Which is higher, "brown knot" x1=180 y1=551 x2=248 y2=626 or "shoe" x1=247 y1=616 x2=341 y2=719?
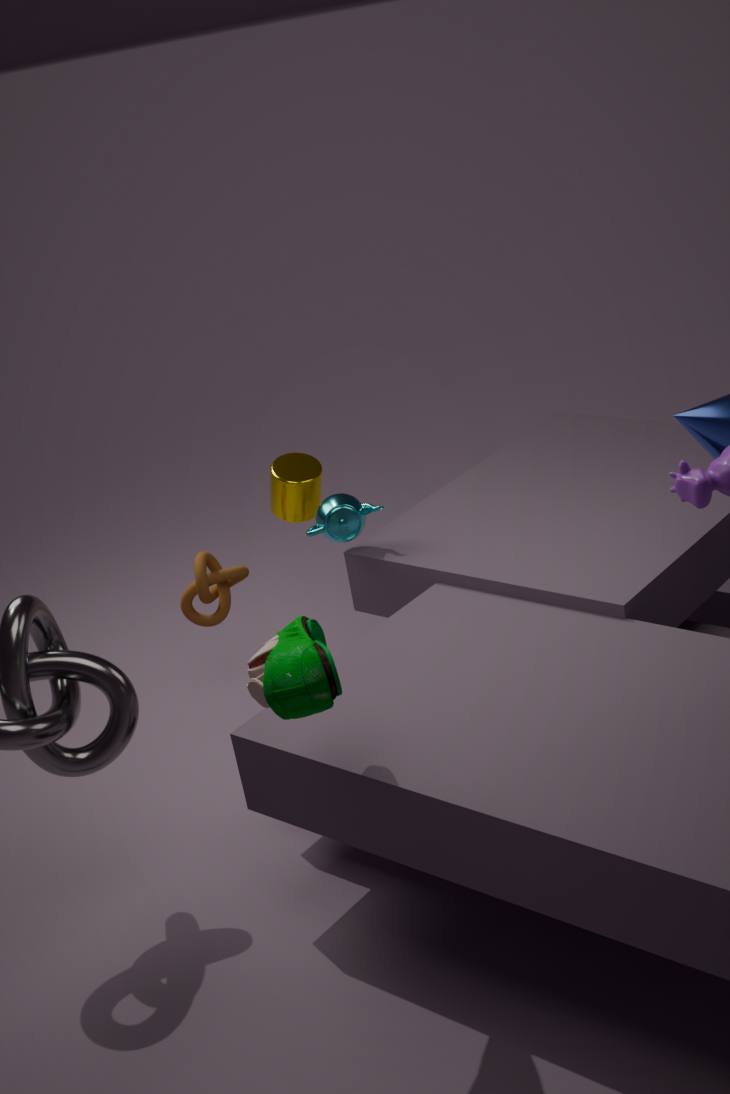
"shoe" x1=247 y1=616 x2=341 y2=719
